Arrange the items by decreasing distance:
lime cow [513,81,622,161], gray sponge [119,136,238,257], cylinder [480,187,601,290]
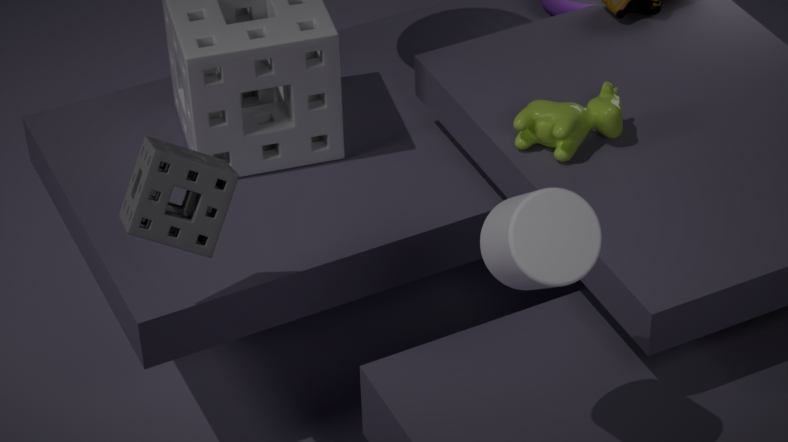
lime cow [513,81,622,161]
gray sponge [119,136,238,257]
cylinder [480,187,601,290]
